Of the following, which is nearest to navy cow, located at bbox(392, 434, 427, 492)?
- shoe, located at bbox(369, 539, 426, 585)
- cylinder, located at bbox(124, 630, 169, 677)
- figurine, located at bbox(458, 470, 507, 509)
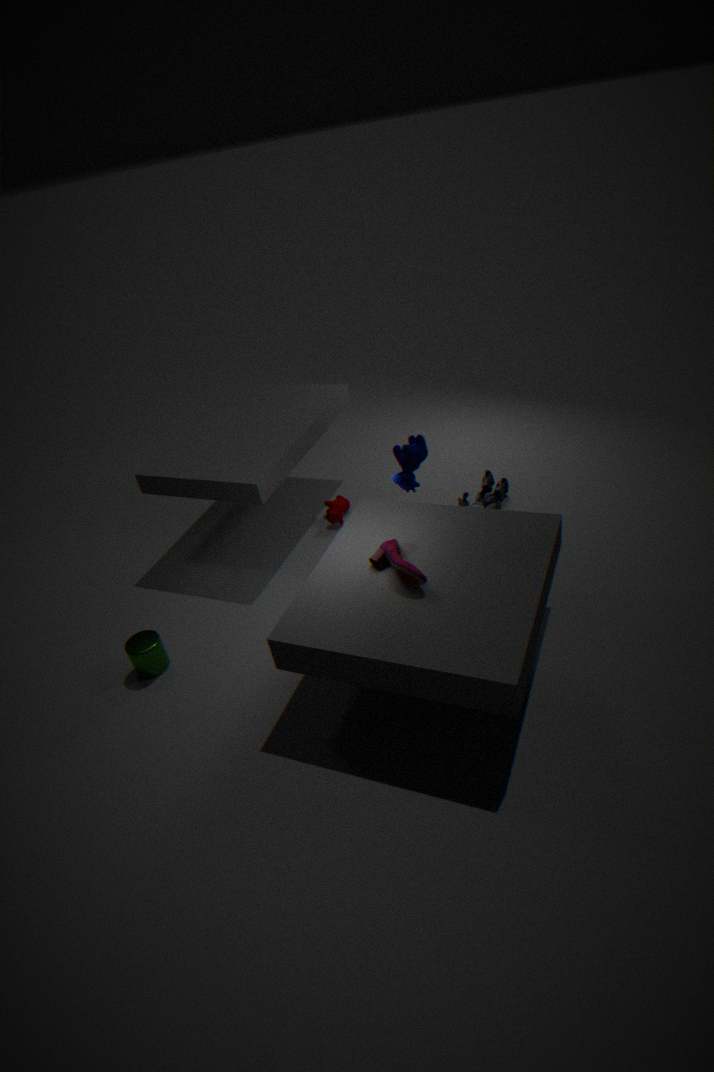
shoe, located at bbox(369, 539, 426, 585)
